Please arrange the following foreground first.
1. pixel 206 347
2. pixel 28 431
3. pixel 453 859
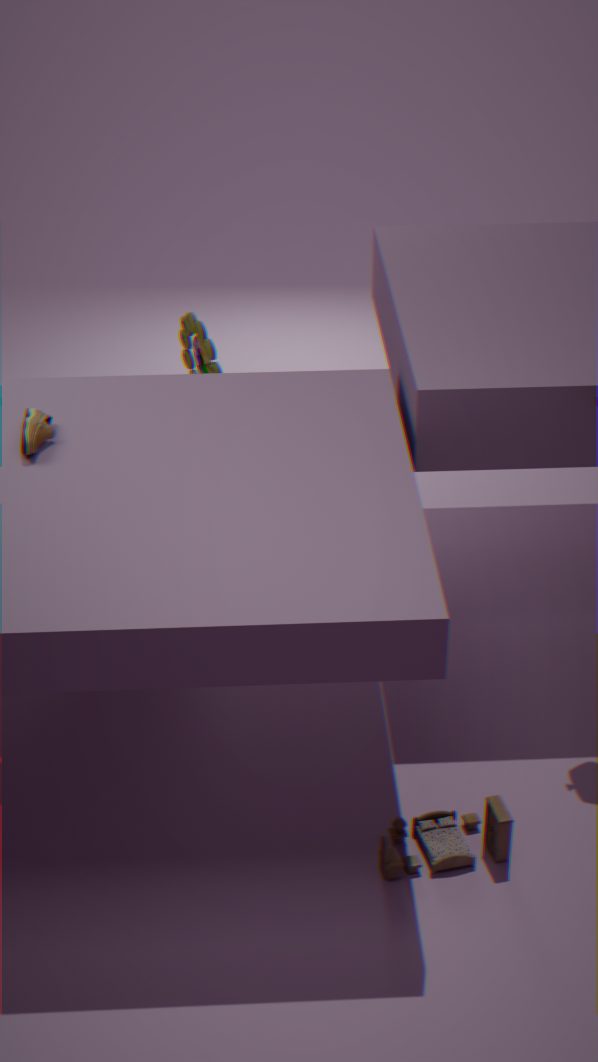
1. pixel 453 859
2. pixel 28 431
3. pixel 206 347
